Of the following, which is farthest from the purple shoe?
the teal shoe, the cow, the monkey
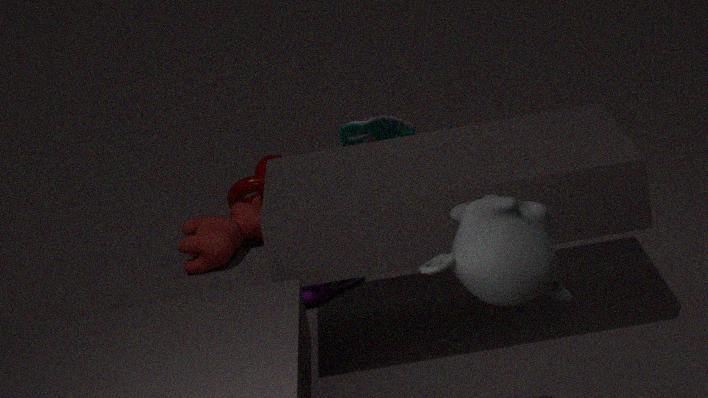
the teal shoe
